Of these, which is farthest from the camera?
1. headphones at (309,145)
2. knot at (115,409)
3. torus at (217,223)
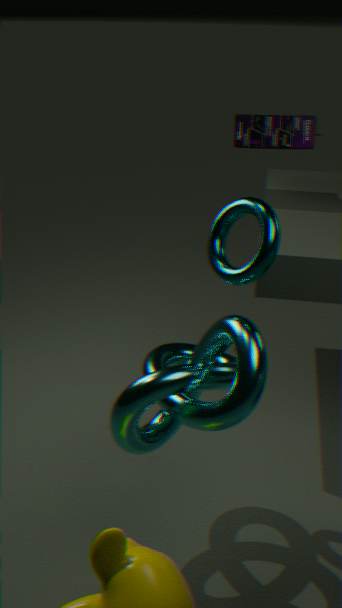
headphones at (309,145)
